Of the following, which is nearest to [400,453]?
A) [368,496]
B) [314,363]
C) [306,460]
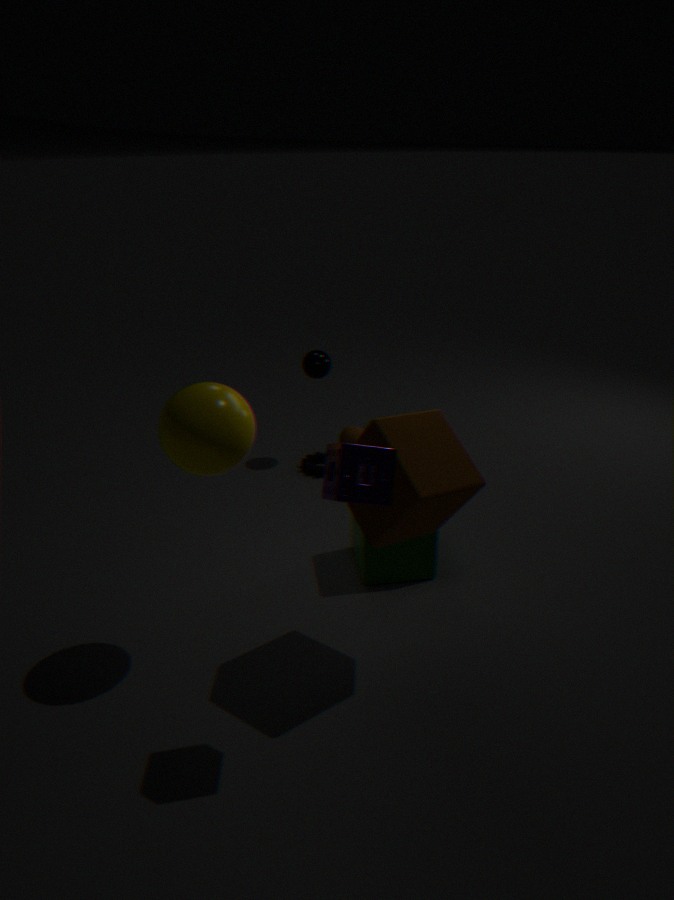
[368,496]
